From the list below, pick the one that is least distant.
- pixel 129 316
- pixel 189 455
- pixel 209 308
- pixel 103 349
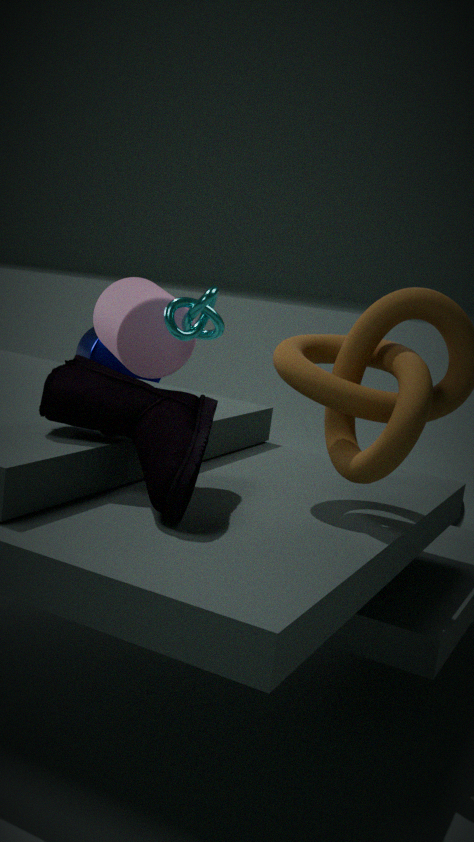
pixel 189 455
